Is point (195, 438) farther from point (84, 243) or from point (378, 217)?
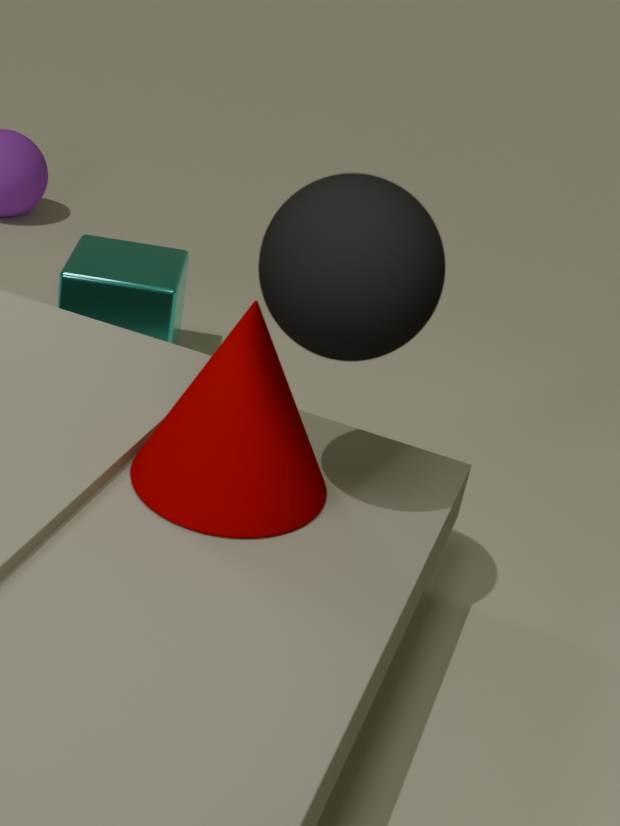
point (84, 243)
